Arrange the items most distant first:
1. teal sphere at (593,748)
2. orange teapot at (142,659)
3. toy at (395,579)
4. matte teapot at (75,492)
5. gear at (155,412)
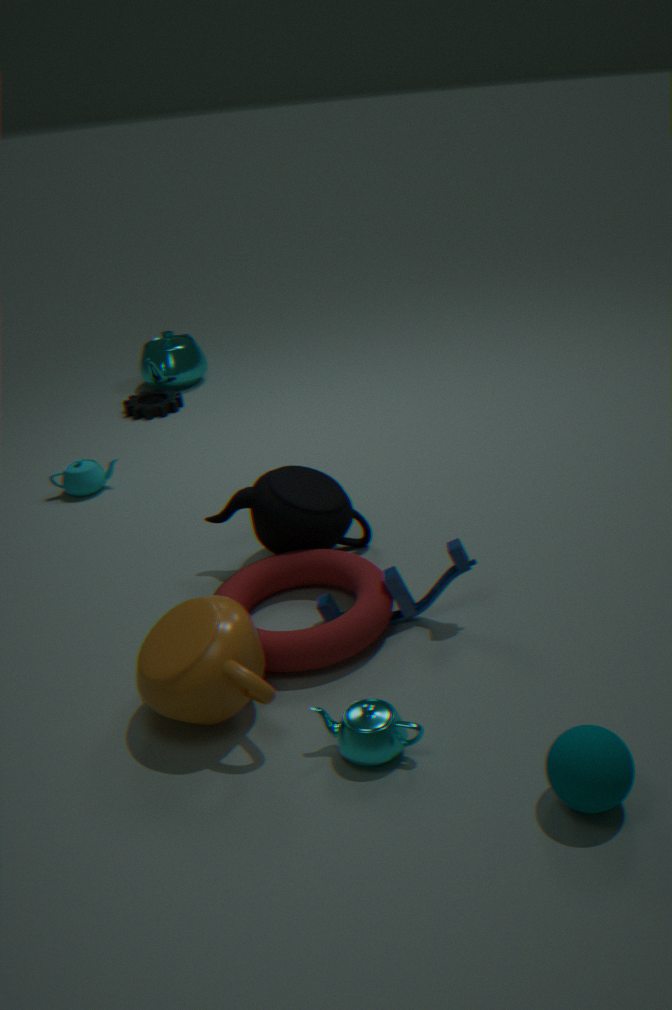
gear at (155,412) < matte teapot at (75,492) < toy at (395,579) < orange teapot at (142,659) < teal sphere at (593,748)
